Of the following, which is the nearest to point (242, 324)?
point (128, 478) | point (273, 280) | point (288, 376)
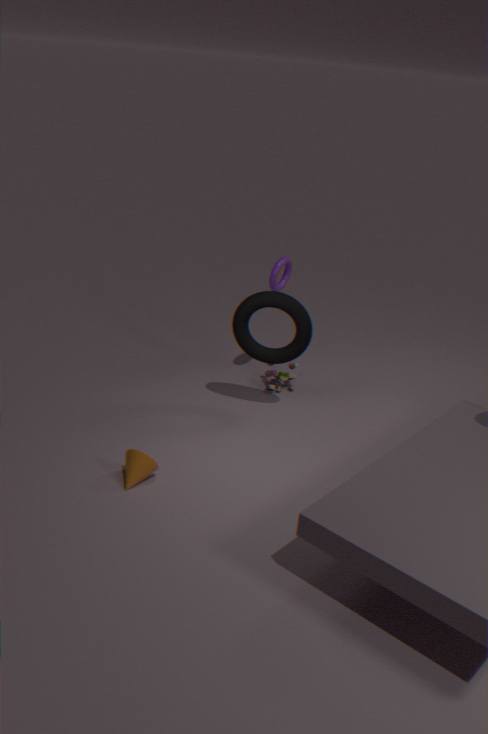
point (273, 280)
